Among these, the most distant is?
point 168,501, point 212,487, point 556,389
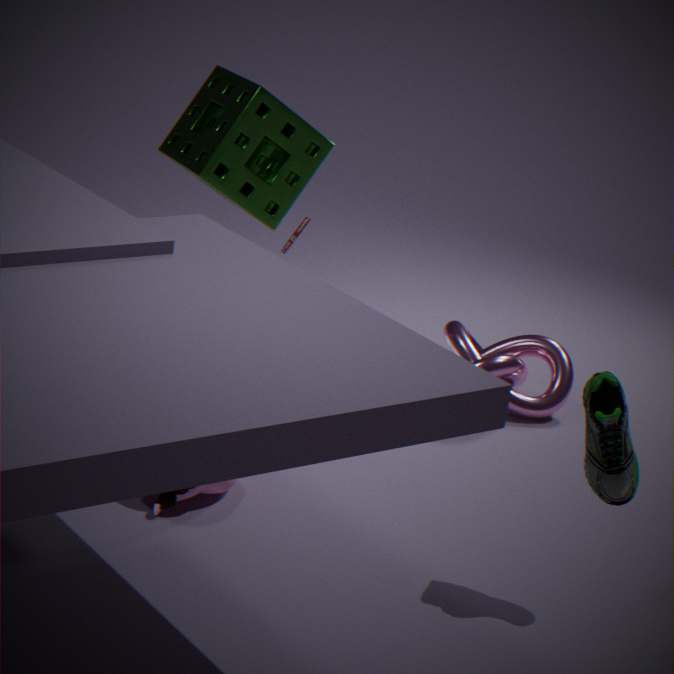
point 556,389
